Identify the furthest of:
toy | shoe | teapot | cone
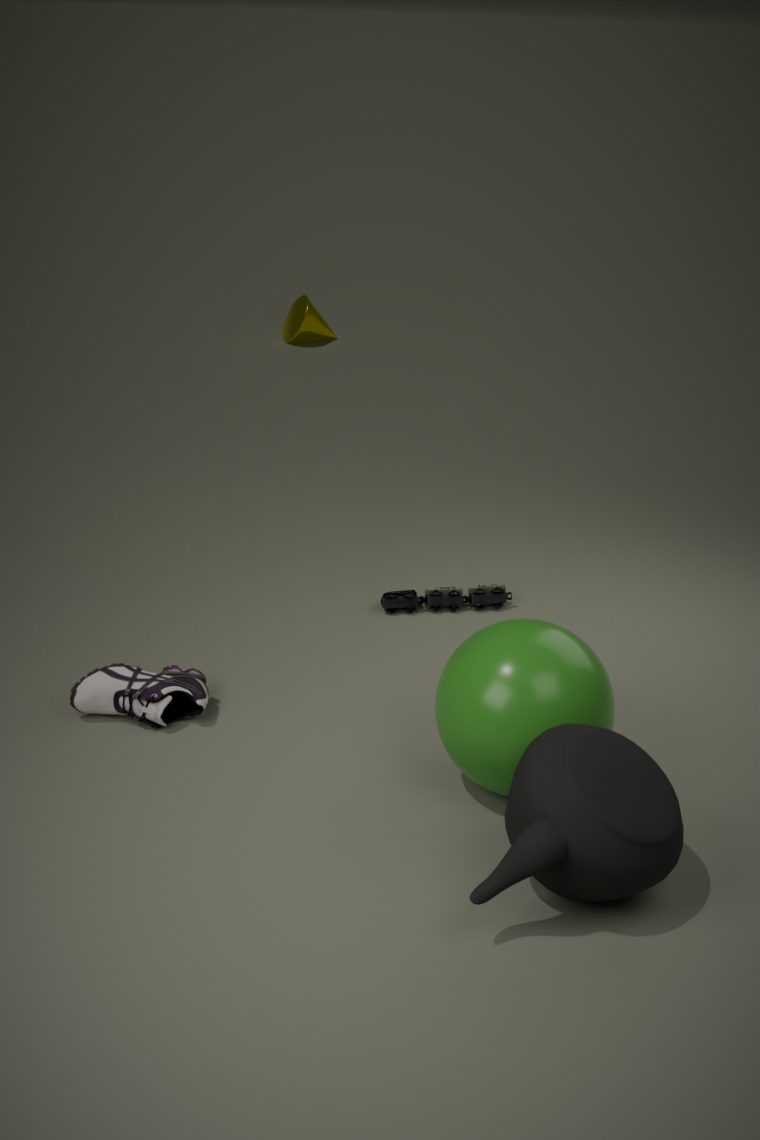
cone
